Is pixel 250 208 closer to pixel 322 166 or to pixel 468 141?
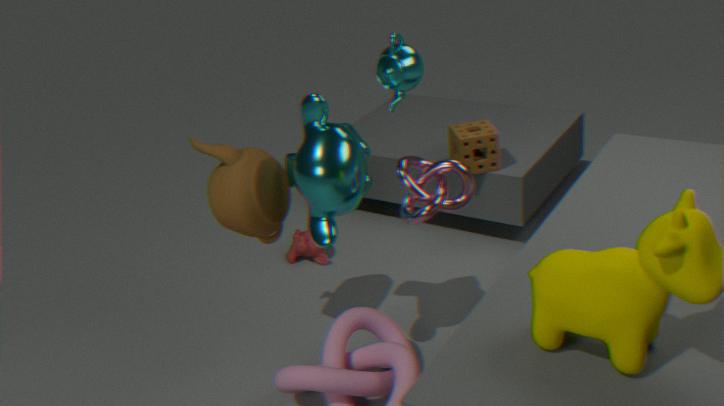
pixel 322 166
